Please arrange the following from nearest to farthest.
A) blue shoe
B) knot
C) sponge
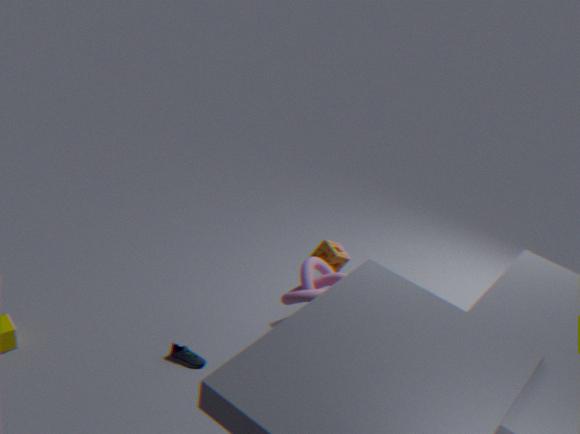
1. knot
2. blue shoe
3. sponge
